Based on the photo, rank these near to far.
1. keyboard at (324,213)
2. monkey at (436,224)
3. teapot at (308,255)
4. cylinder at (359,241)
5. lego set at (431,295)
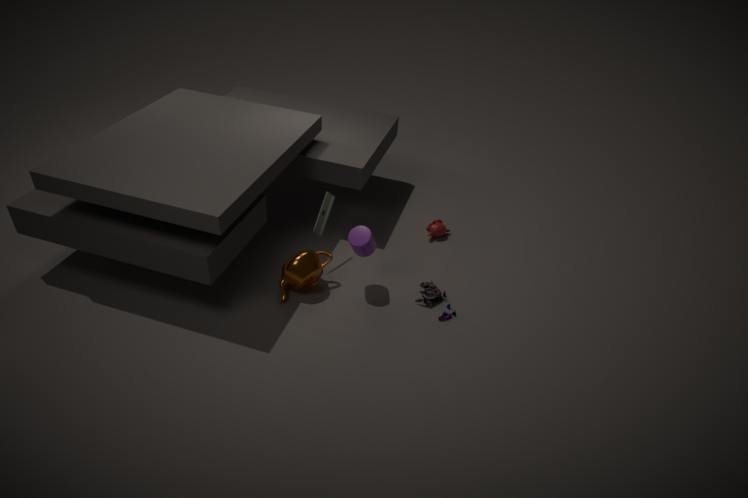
cylinder at (359,241) < teapot at (308,255) < lego set at (431,295) < keyboard at (324,213) < monkey at (436,224)
